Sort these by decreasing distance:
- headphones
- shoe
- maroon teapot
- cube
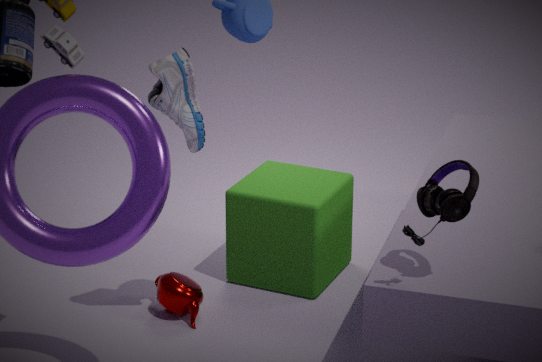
cube, maroon teapot, shoe, headphones
